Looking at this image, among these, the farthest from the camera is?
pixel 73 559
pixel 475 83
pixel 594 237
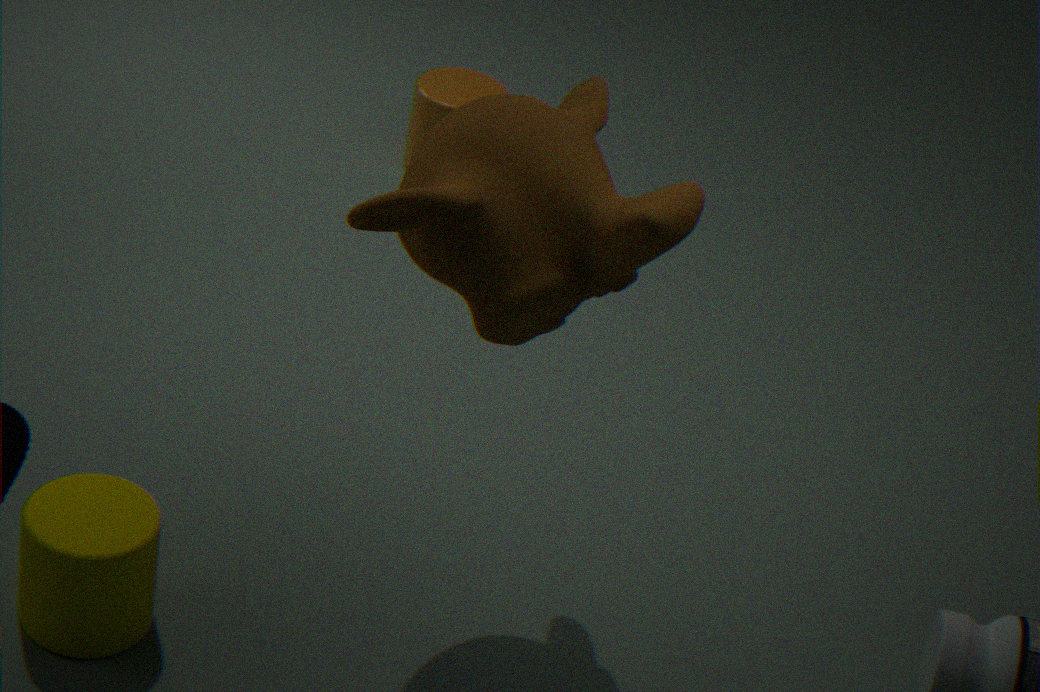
→ pixel 475 83
